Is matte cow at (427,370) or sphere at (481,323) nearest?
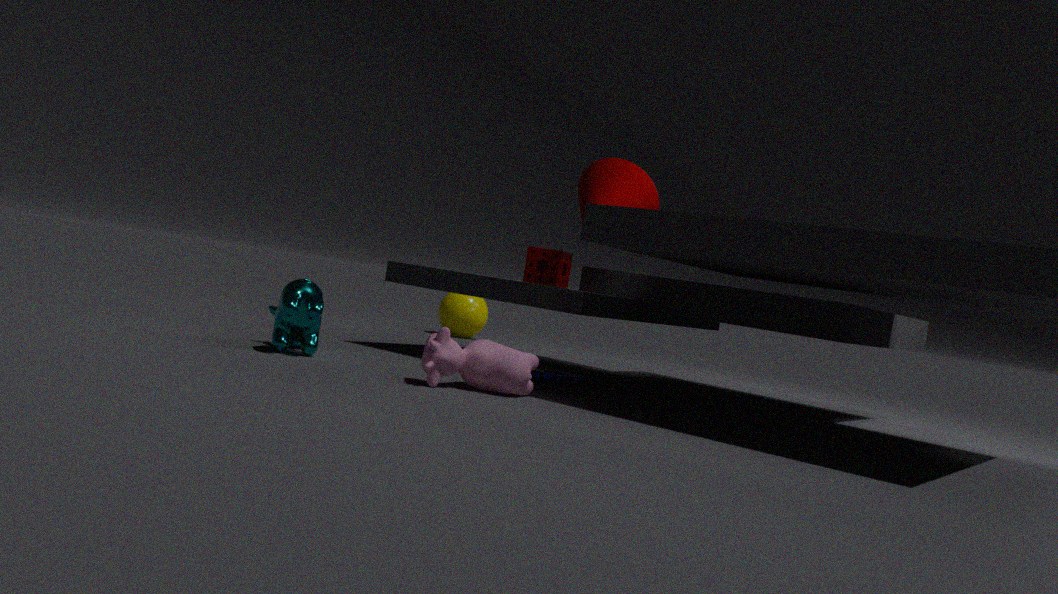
matte cow at (427,370)
